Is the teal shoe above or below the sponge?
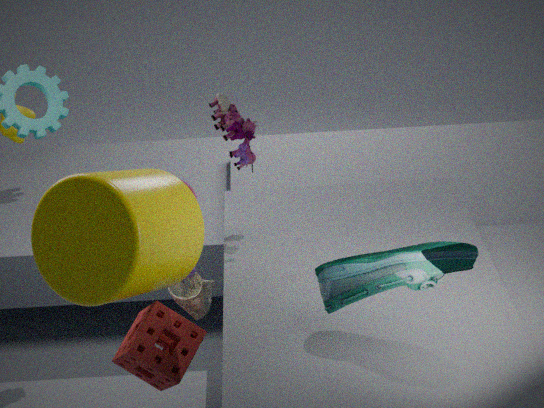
above
